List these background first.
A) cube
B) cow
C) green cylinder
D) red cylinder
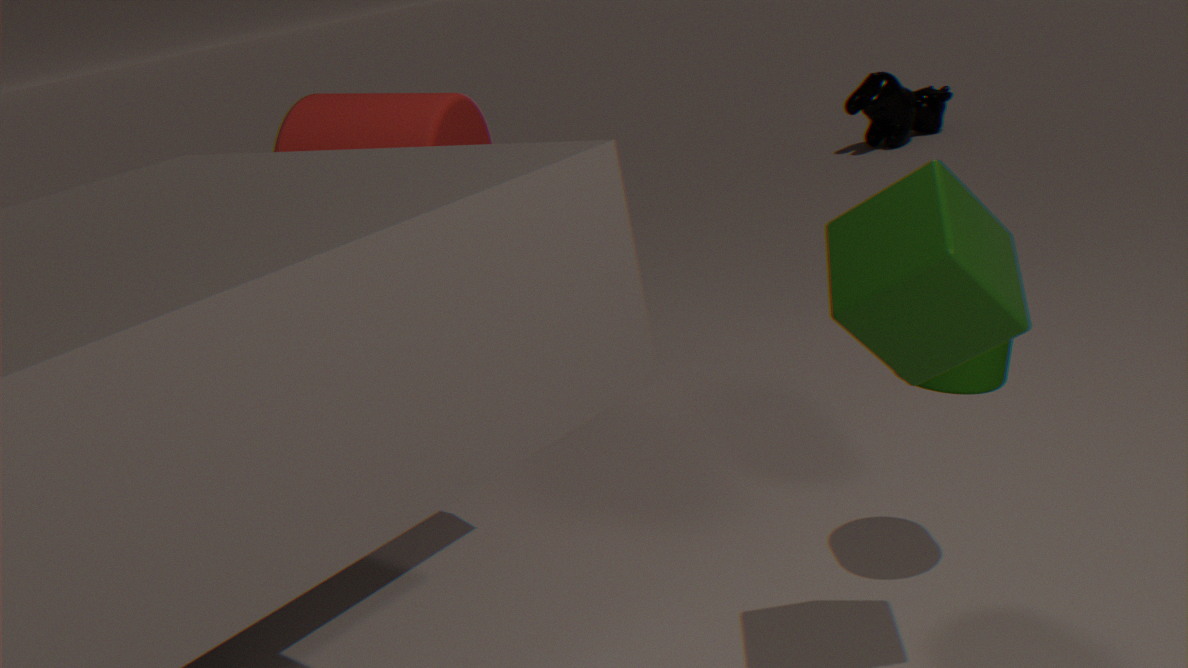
cow < red cylinder < green cylinder < cube
